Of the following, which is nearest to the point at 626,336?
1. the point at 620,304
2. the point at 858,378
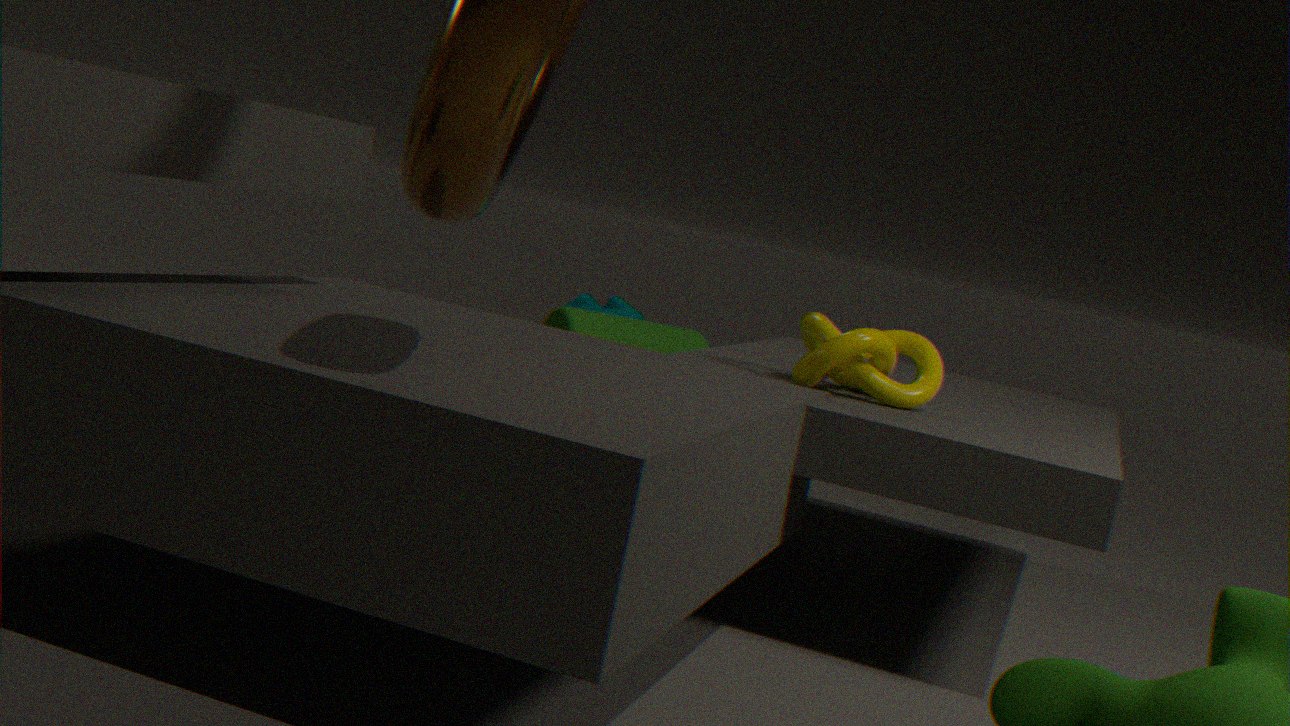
the point at 858,378
